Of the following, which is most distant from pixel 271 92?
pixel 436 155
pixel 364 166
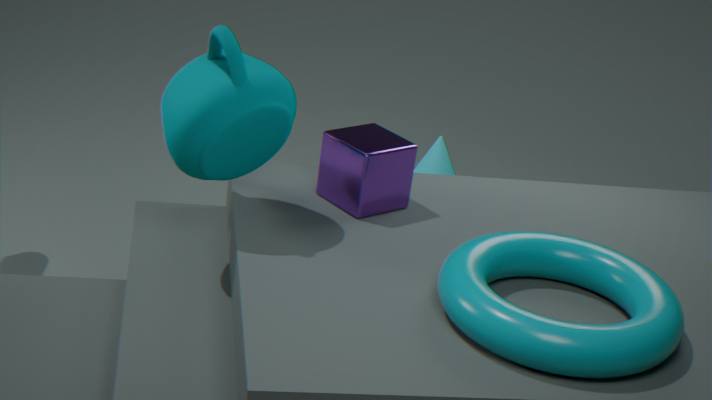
pixel 436 155
